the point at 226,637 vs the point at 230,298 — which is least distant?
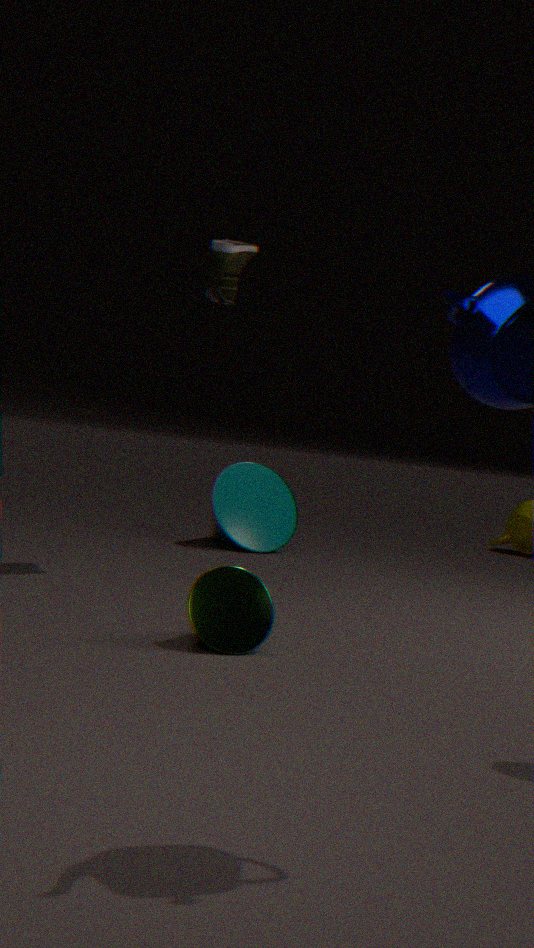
the point at 226,637
